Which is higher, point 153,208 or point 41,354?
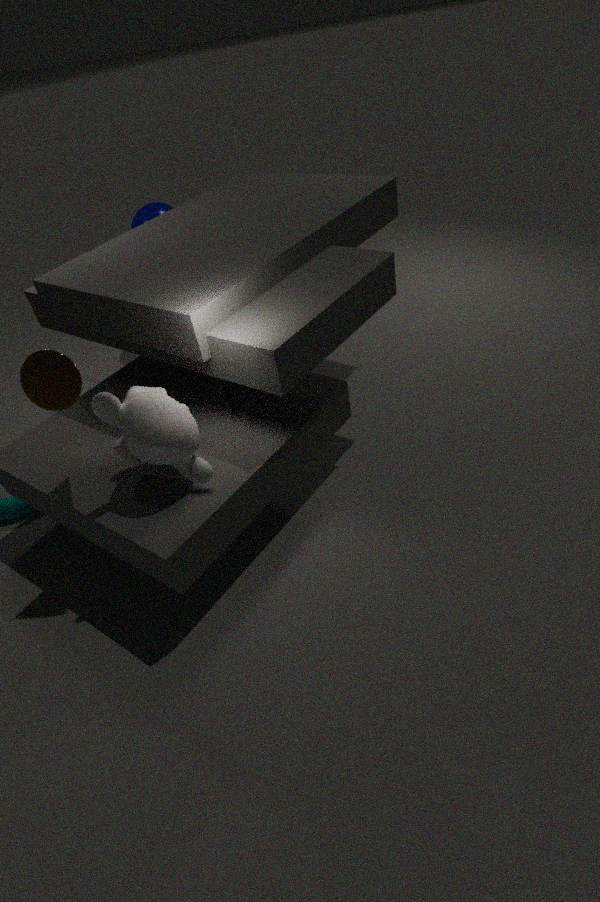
point 41,354
